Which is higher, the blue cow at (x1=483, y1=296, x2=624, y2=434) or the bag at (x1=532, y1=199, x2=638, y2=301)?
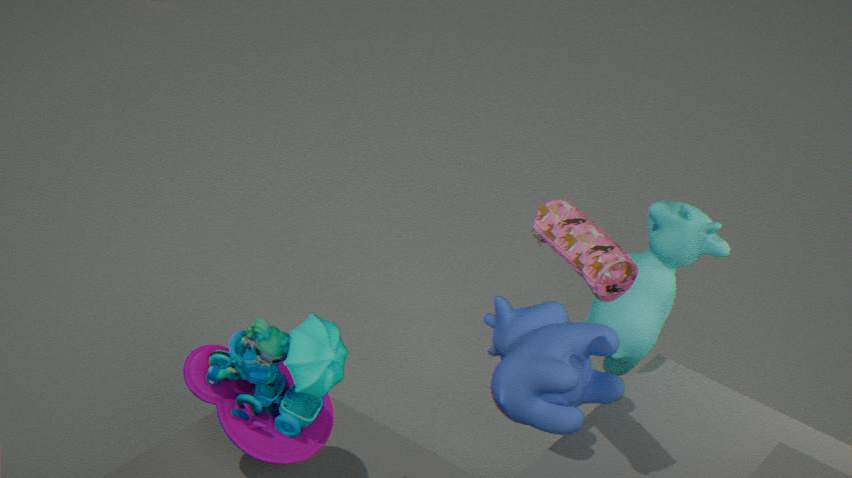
the bag at (x1=532, y1=199, x2=638, y2=301)
